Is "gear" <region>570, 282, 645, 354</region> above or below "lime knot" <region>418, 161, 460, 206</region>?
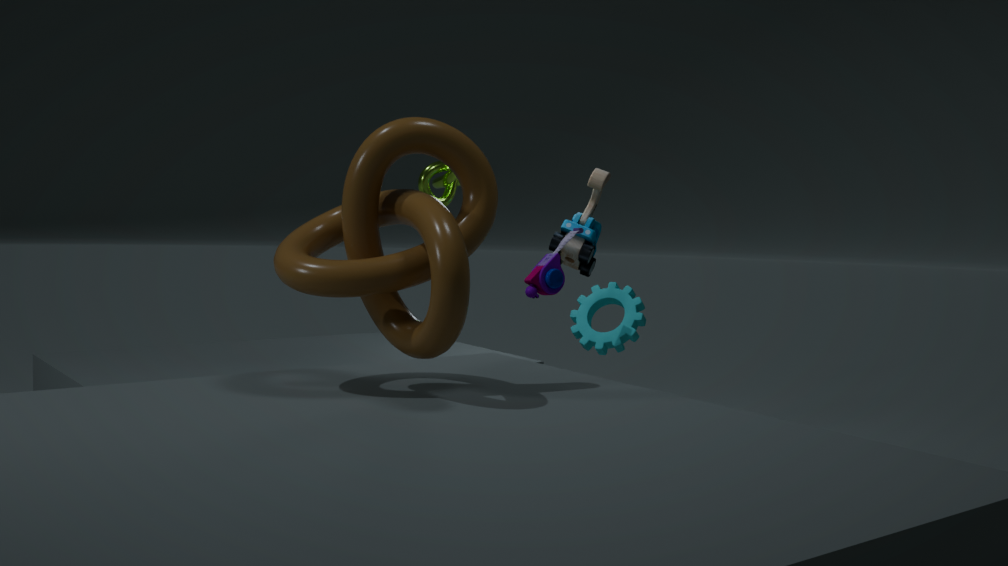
below
